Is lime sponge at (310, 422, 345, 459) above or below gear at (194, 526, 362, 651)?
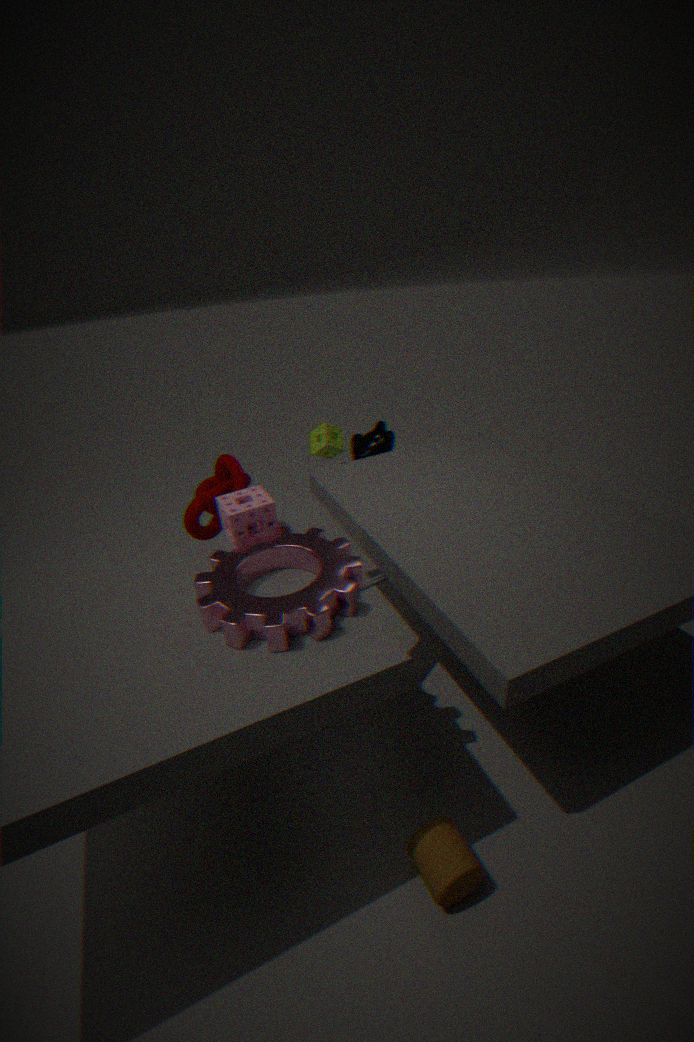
below
